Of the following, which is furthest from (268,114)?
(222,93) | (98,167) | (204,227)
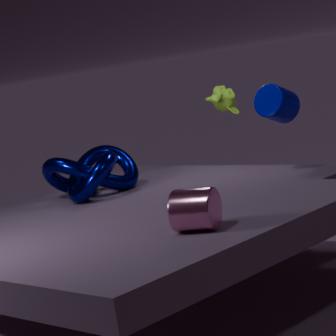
(204,227)
